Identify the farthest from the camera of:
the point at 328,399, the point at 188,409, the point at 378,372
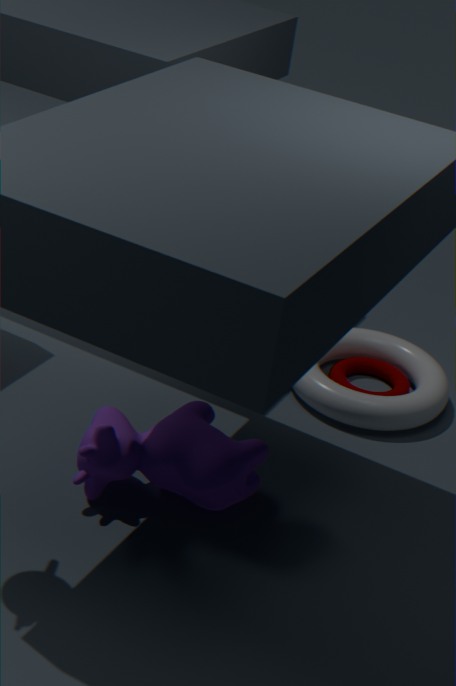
the point at 378,372
